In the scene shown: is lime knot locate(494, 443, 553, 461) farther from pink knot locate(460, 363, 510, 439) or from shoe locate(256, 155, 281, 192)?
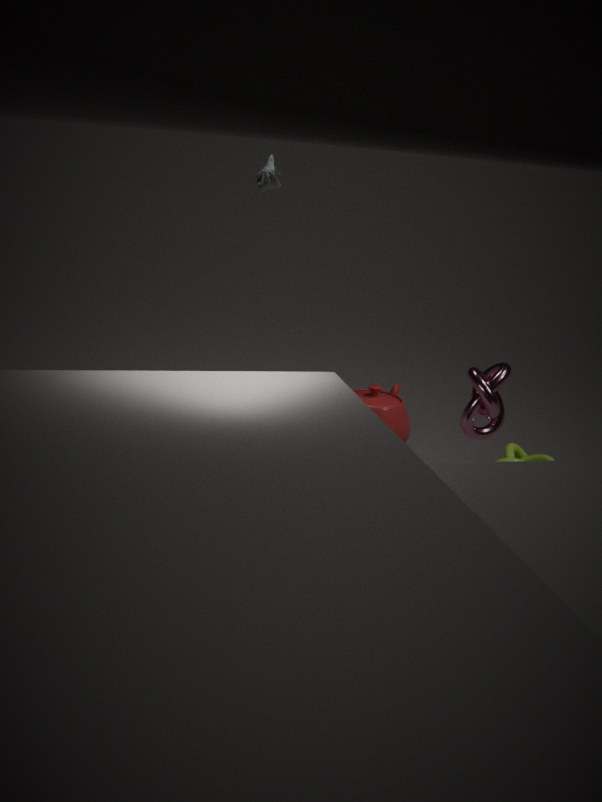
shoe locate(256, 155, 281, 192)
